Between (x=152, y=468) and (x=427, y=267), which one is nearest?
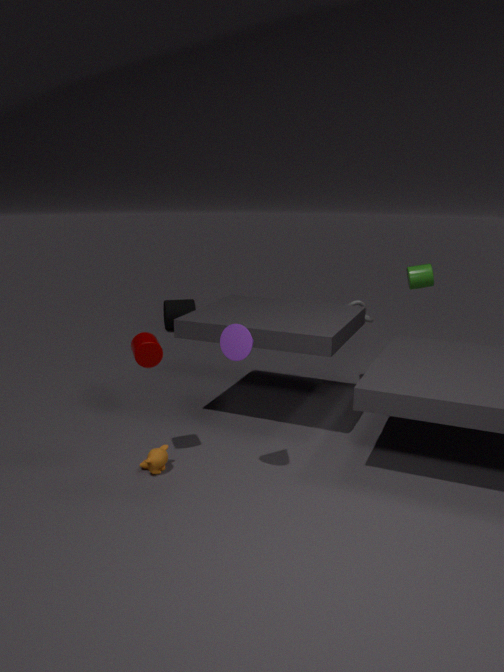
(x=152, y=468)
